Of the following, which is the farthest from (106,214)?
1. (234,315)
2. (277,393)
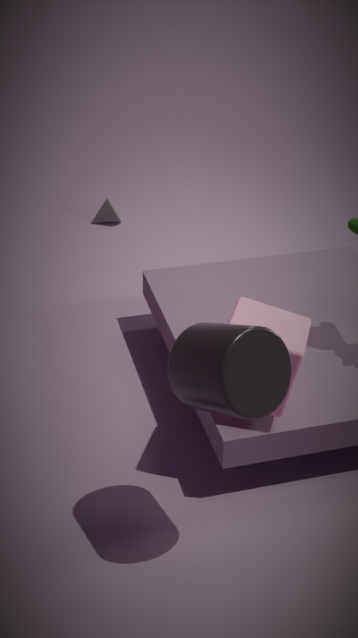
(277,393)
